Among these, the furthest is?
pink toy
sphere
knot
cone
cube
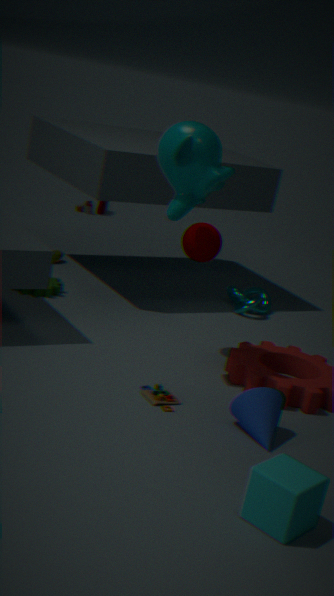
pink toy
